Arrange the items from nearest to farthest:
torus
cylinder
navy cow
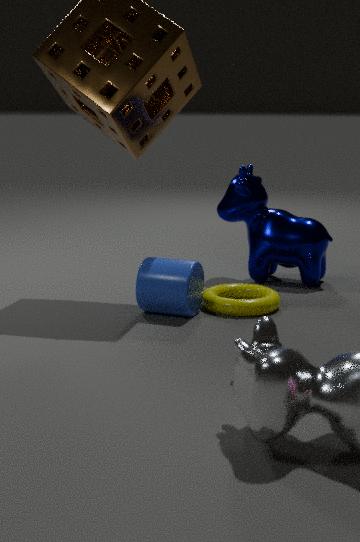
1. cylinder
2. torus
3. navy cow
